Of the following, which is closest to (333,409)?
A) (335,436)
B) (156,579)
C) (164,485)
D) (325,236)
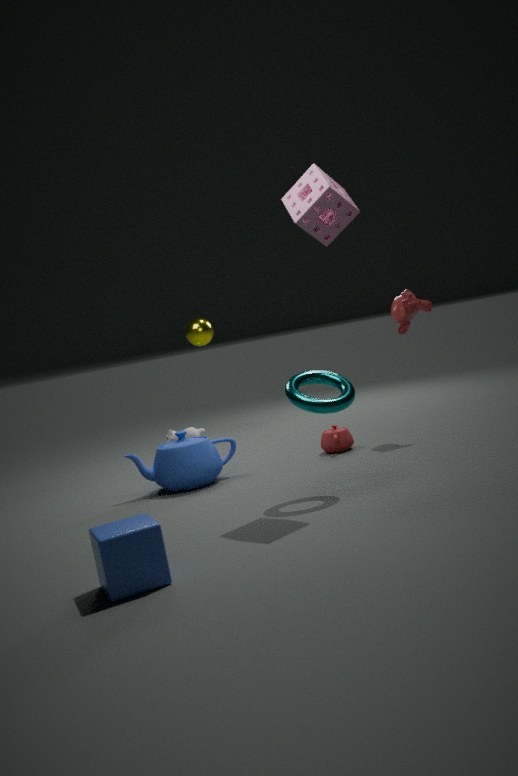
(325,236)
